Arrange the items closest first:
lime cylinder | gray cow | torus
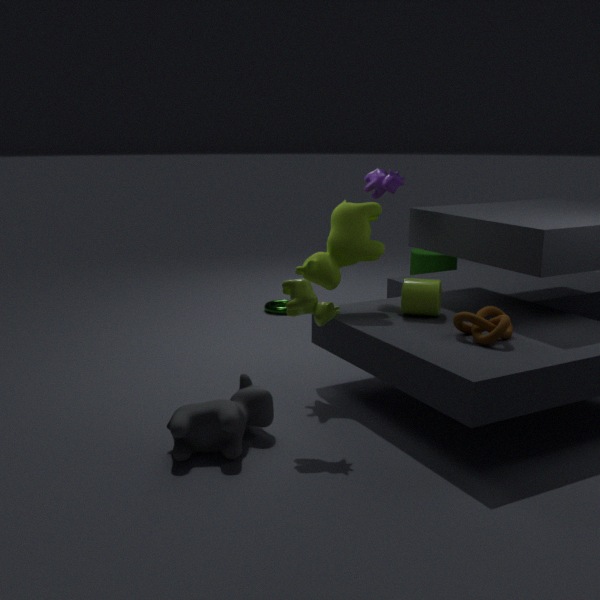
gray cow
lime cylinder
torus
